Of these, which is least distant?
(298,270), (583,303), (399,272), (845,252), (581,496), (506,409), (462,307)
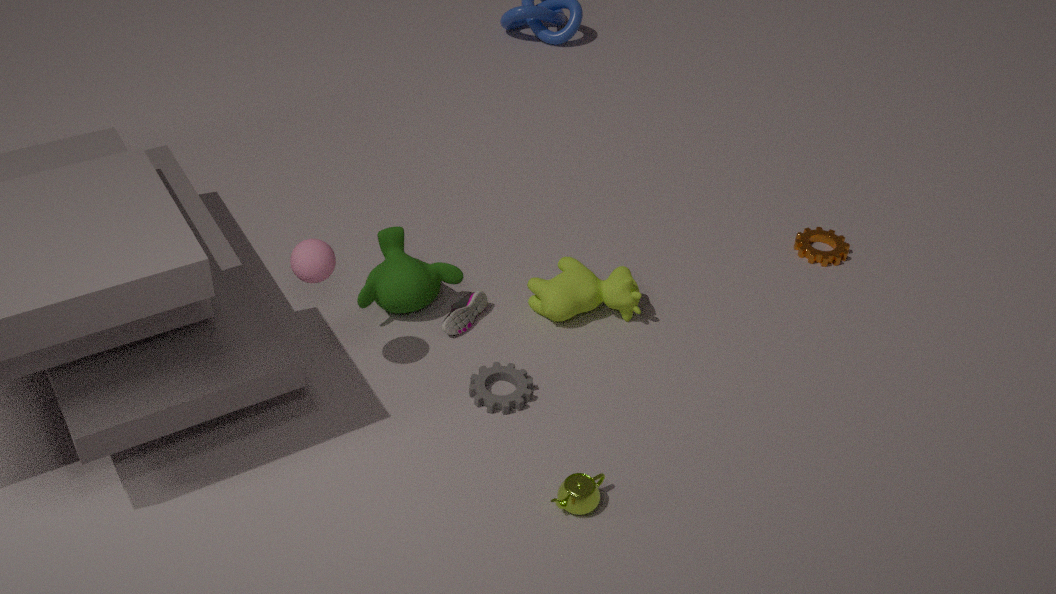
(581,496)
